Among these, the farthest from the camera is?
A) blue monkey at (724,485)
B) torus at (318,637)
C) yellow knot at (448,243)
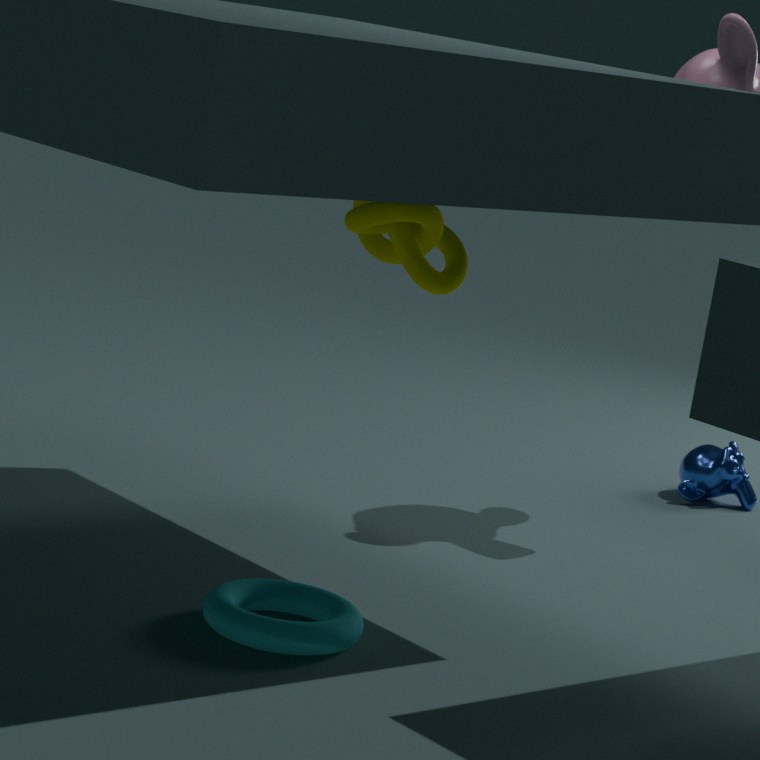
blue monkey at (724,485)
